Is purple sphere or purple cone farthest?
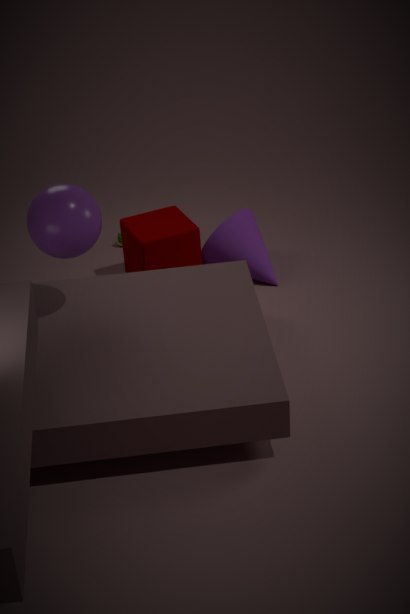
purple cone
